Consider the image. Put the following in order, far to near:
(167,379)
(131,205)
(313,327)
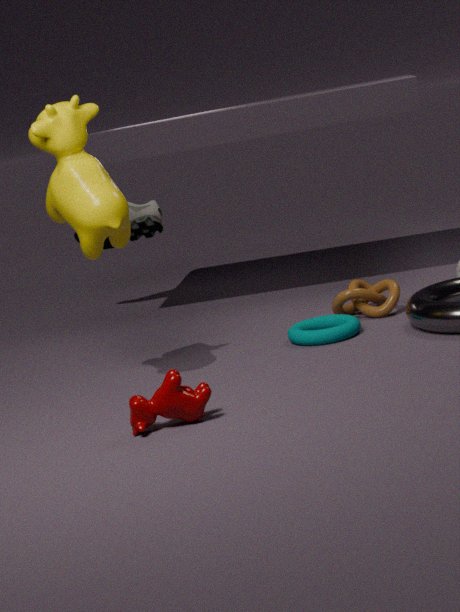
(131,205) → (313,327) → (167,379)
